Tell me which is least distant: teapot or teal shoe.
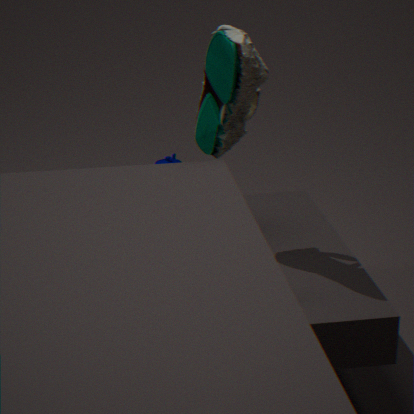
teal shoe
